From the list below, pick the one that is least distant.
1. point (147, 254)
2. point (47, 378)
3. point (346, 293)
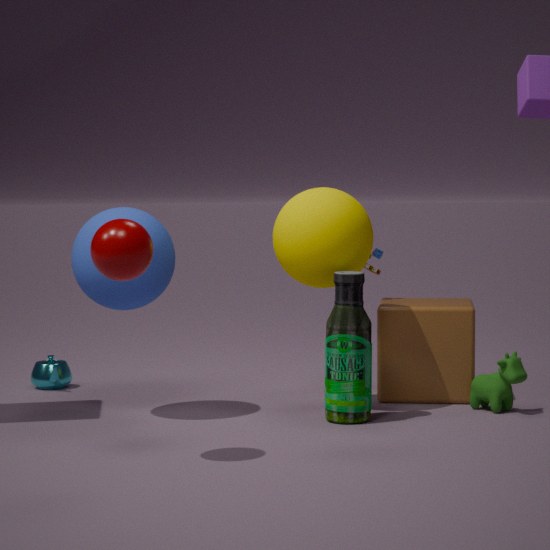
point (147, 254)
